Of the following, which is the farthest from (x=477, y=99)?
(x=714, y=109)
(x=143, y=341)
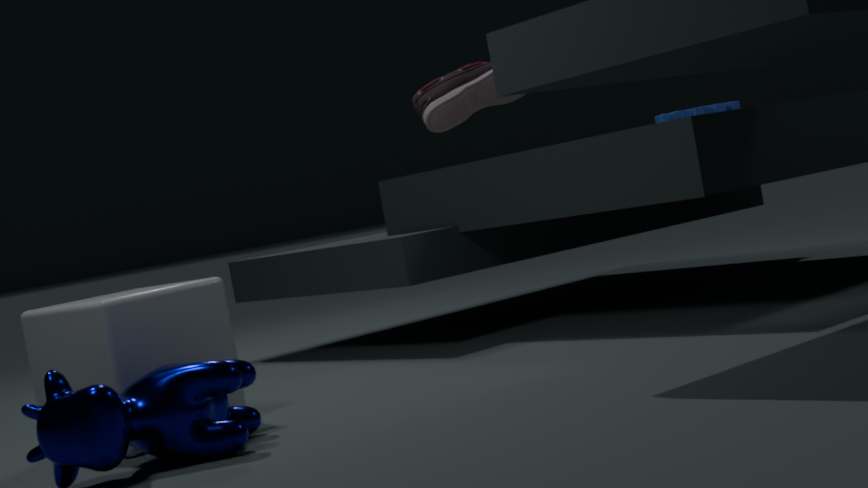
(x=143, y=341)
